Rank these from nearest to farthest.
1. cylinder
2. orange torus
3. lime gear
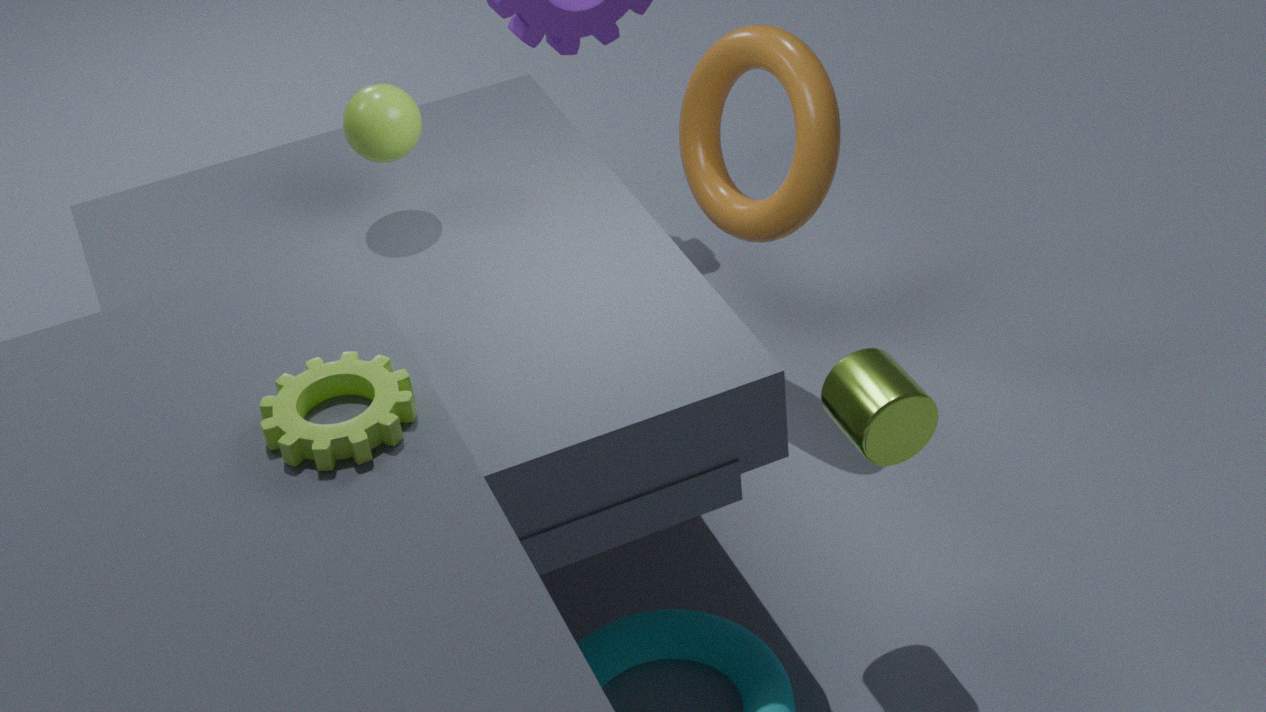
lime gear, cylinder, orange torus
